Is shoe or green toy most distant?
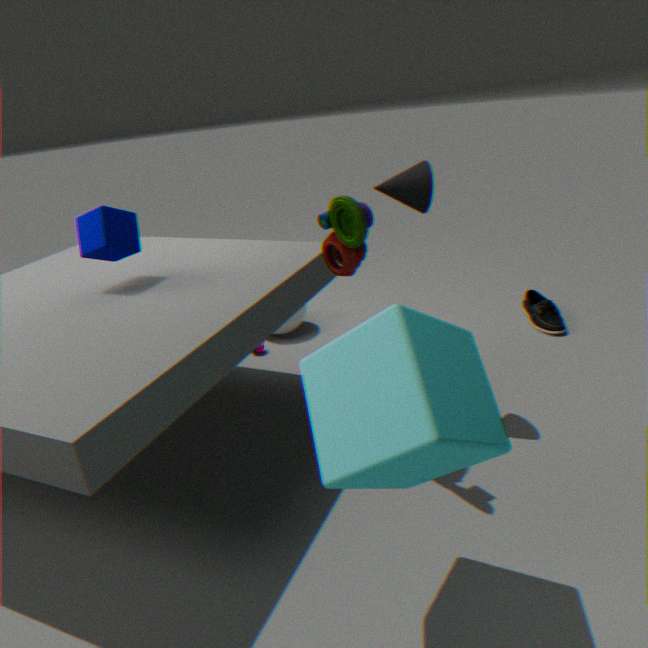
shoe
